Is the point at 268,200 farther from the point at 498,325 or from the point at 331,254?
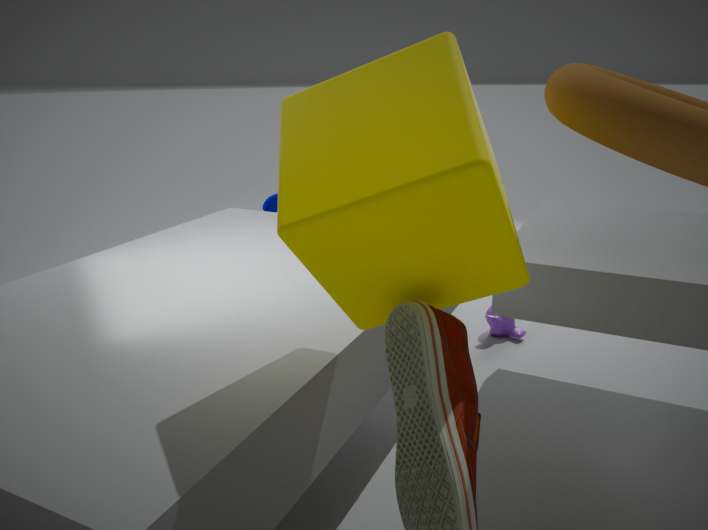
the point at 331,254
